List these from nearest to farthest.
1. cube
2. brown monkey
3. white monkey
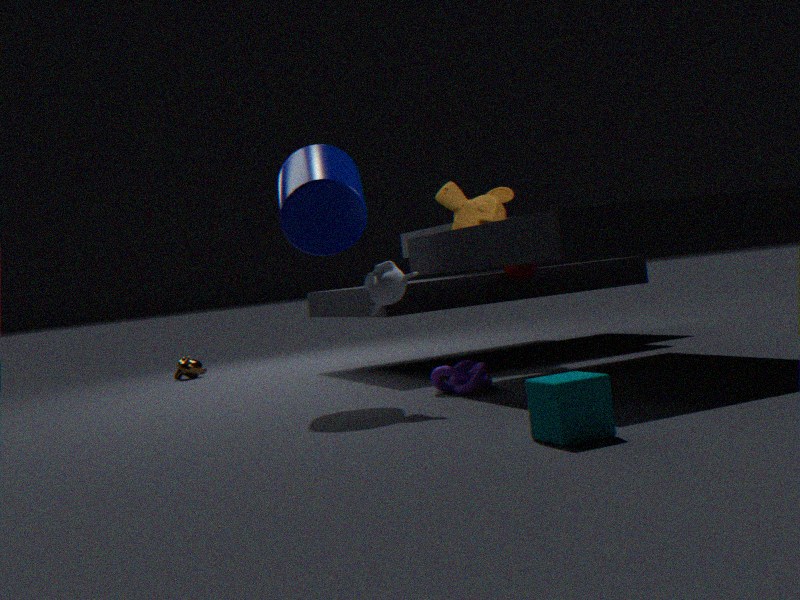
cube < white monkey < brown monkey
